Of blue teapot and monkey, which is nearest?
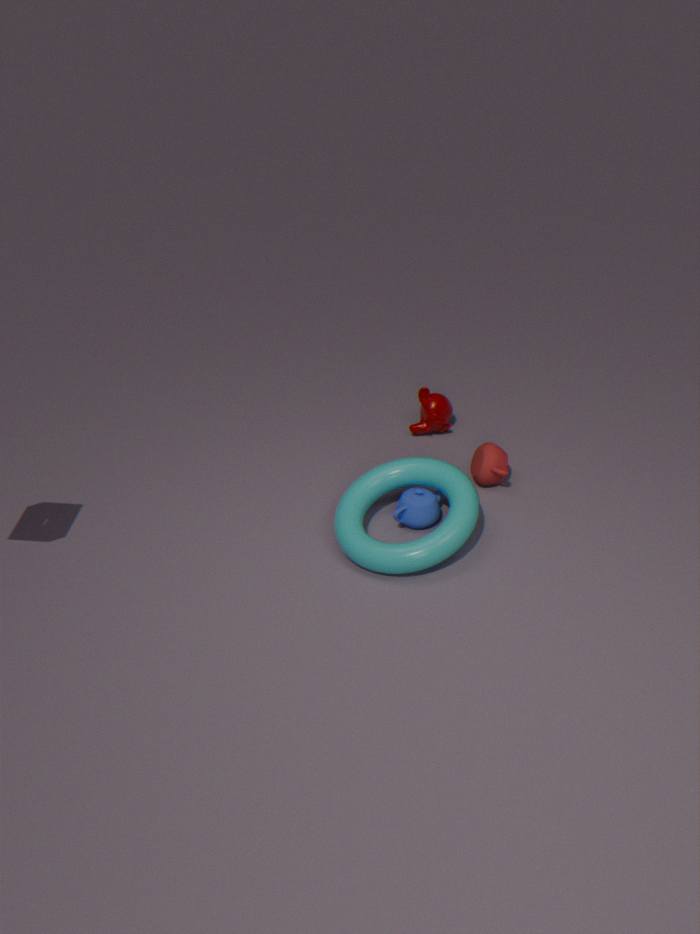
blue teapot
